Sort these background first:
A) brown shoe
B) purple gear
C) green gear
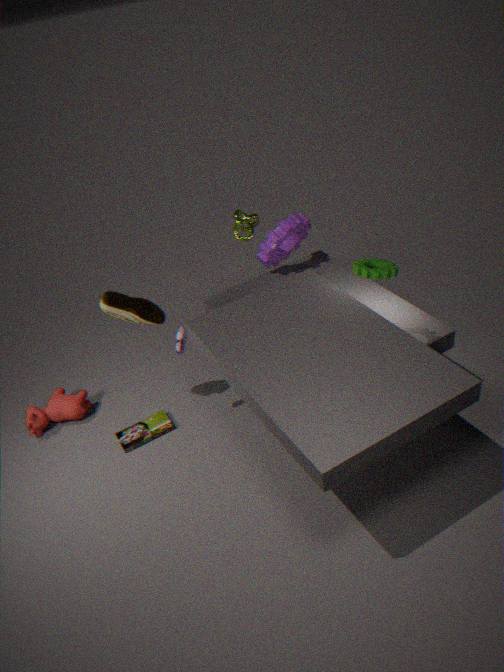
1. purple gear
2. brown shoe
3. green gear
